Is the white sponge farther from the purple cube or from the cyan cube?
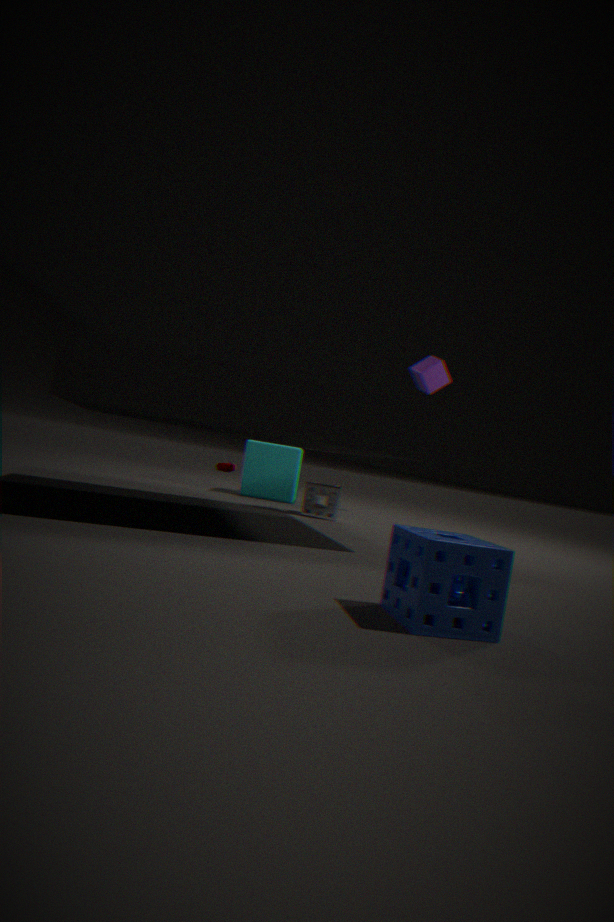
the purple cube
